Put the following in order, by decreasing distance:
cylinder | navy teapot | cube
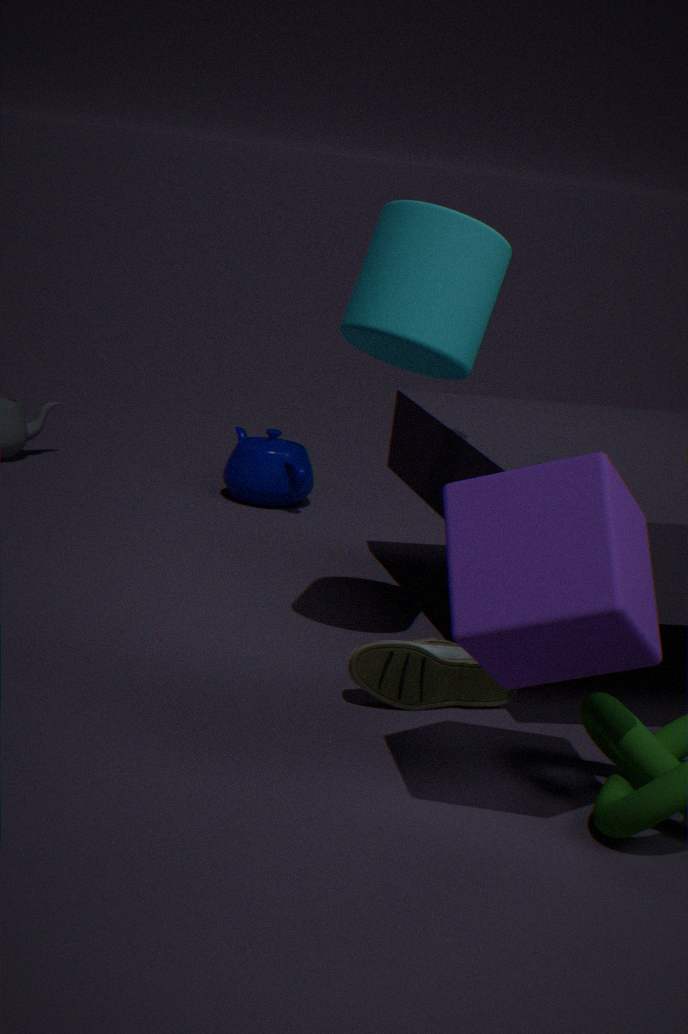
navy teapot
cylinder
cube
